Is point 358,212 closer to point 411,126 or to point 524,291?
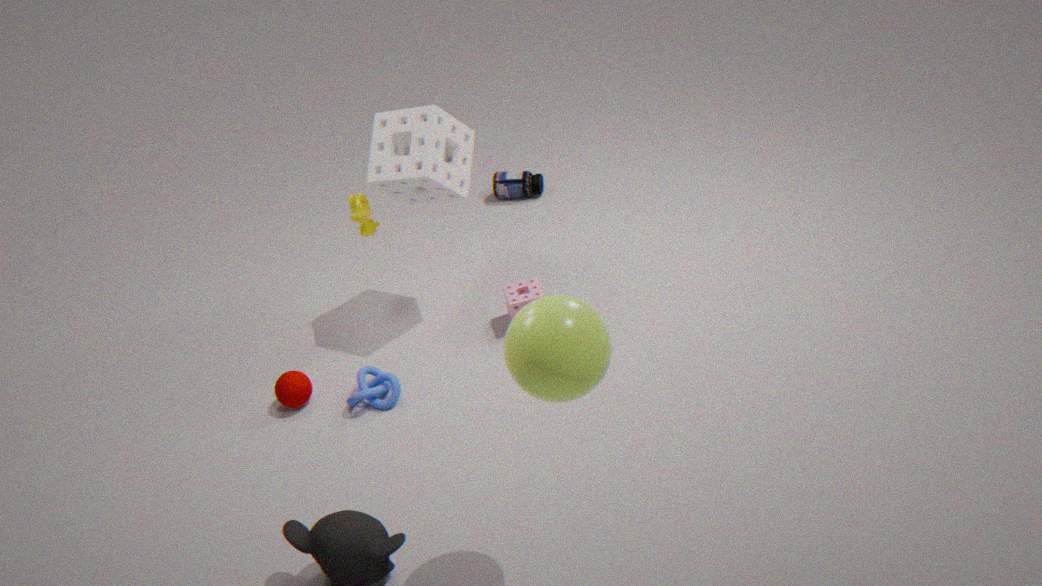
point 411,126
